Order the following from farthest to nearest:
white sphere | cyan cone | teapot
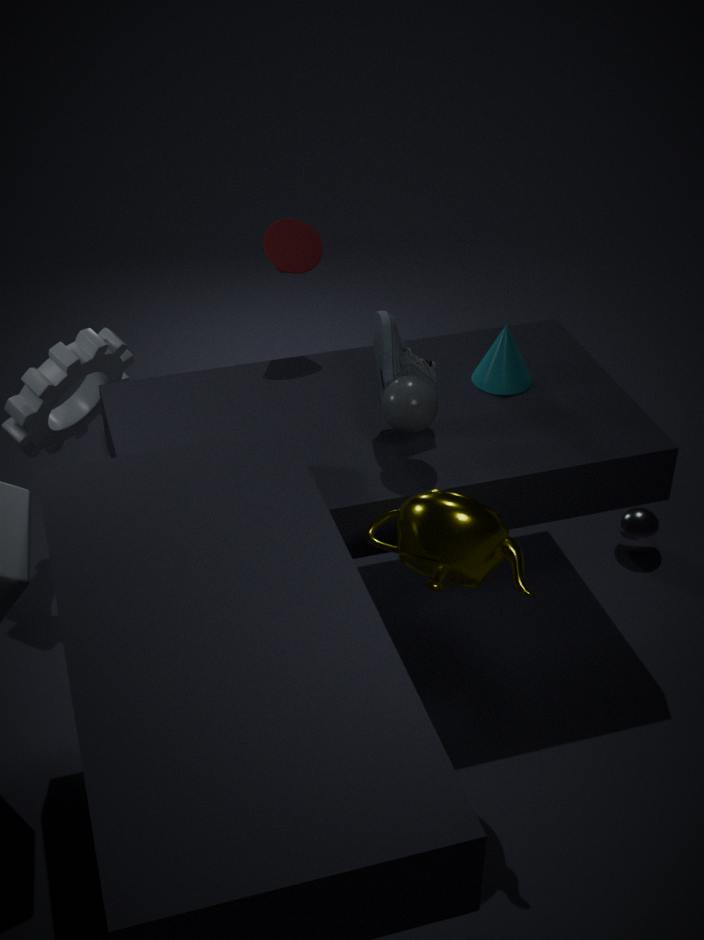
white sphere
cyan cone
teapot
